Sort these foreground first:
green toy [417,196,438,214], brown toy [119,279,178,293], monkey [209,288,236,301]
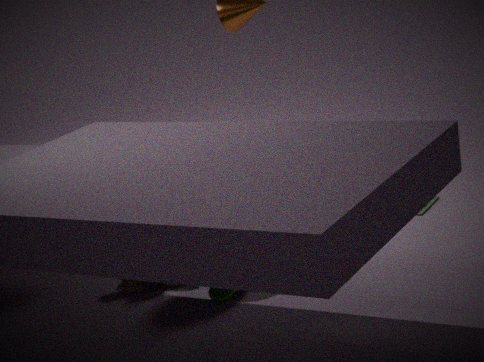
monkey [209,288,236,301] < brown toy [119,279,178,293] < green toy [417,196,438,214]
